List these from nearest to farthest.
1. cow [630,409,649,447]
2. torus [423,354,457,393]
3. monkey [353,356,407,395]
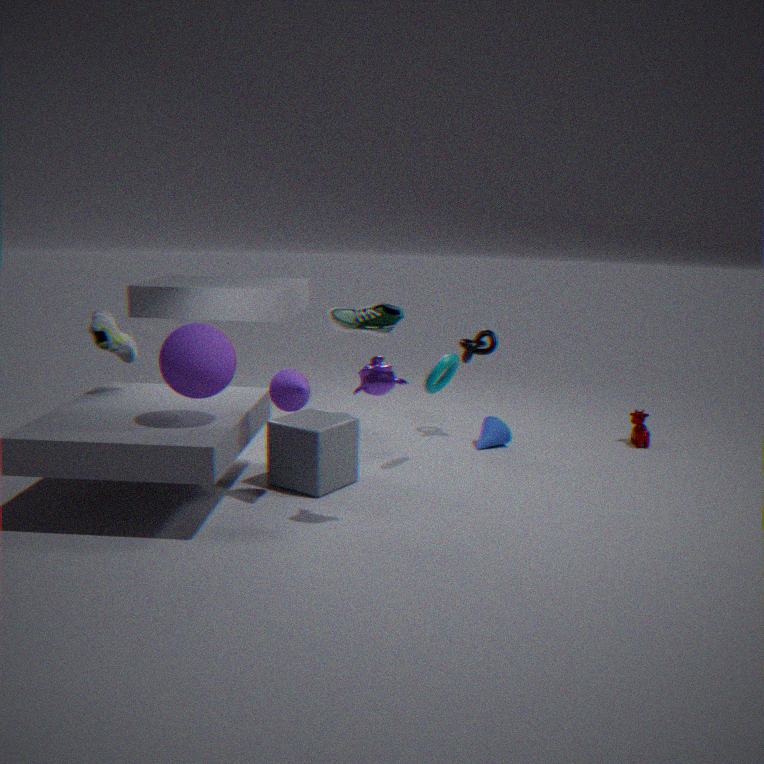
monkey [353,356,407,395] < torus [423,354,457,393] < cow [630,409,649,447]
